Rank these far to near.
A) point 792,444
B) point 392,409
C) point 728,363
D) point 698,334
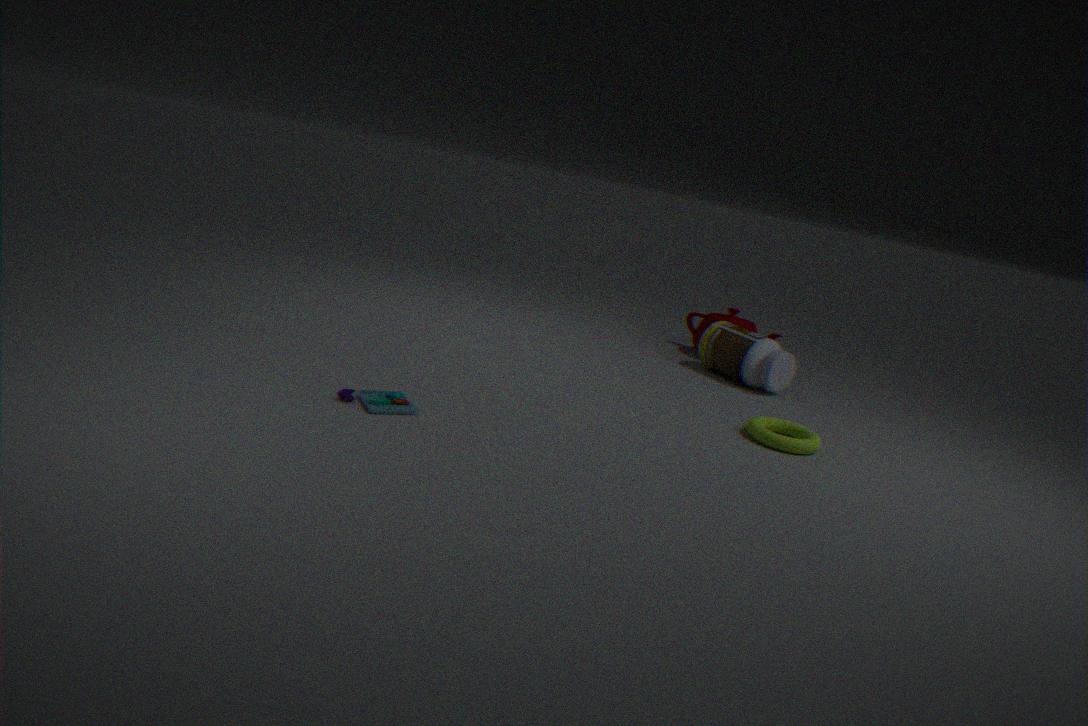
point 698,334 < point 728,363 < point 792,444 < point 392,409
